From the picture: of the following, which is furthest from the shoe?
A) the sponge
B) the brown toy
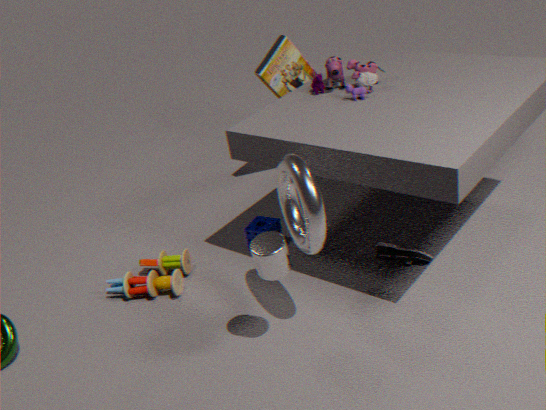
the brown toy
